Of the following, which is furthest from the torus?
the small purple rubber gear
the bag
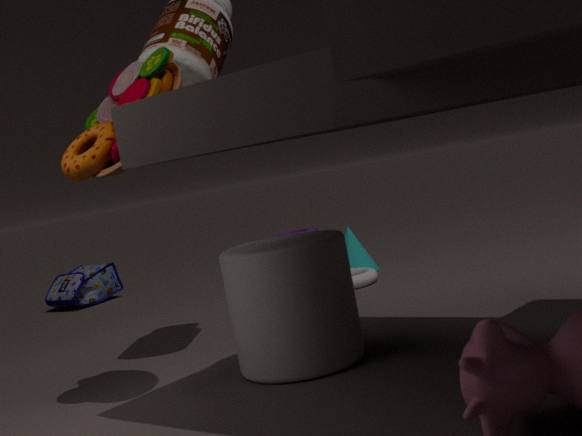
the small purple rubber gear
